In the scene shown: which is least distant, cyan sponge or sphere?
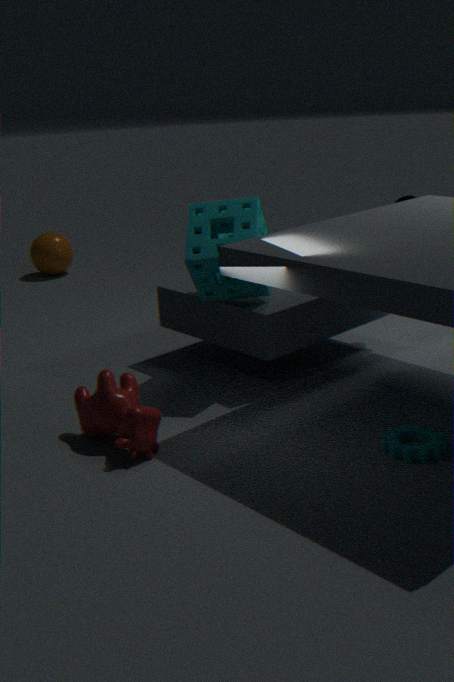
cyan sponge
